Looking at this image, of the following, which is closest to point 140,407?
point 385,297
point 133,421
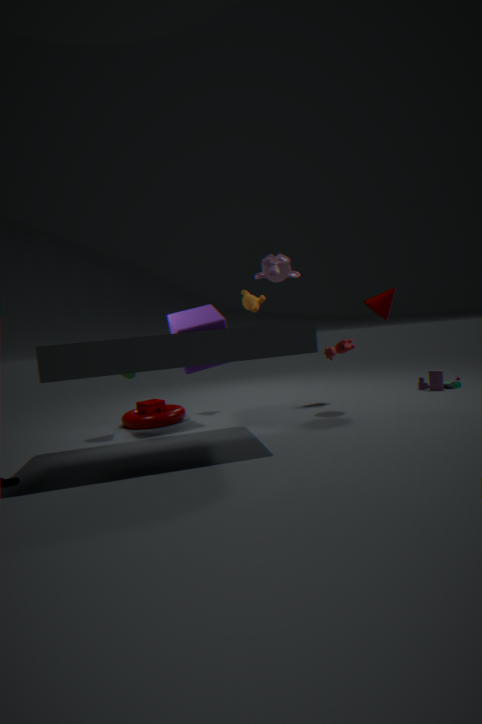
point 133,421
